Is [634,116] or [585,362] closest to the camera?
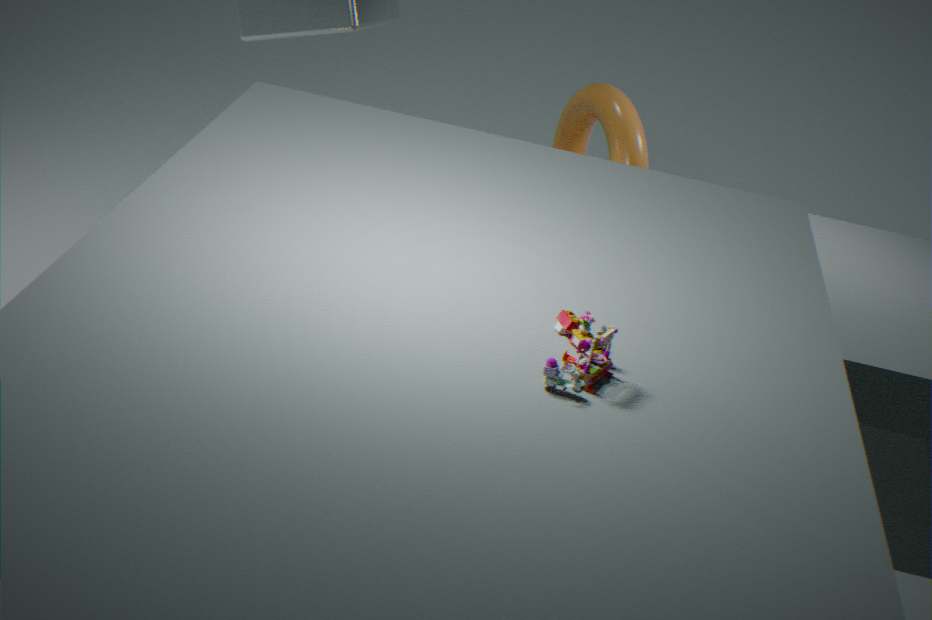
[585,362]
